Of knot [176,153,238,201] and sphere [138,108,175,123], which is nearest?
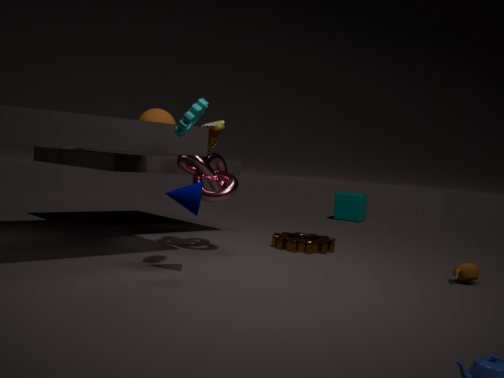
knot [176,153,238,201]
